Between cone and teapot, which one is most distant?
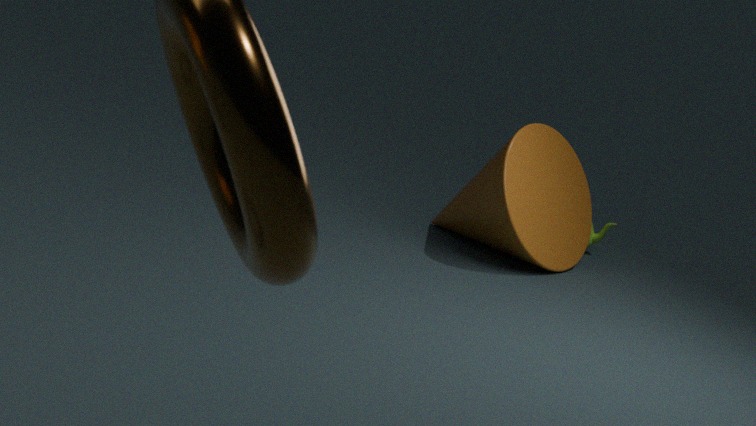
teapot
